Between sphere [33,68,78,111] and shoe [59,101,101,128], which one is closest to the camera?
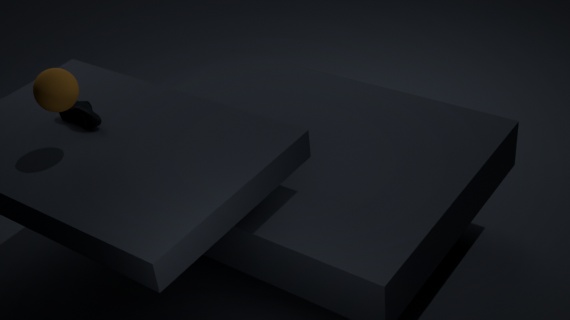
sphere [33,68,78,111]
